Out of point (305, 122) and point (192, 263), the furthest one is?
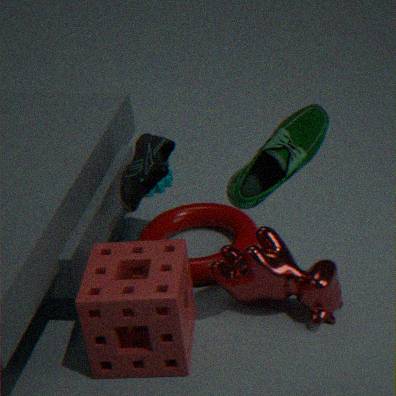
point (192, 263)
